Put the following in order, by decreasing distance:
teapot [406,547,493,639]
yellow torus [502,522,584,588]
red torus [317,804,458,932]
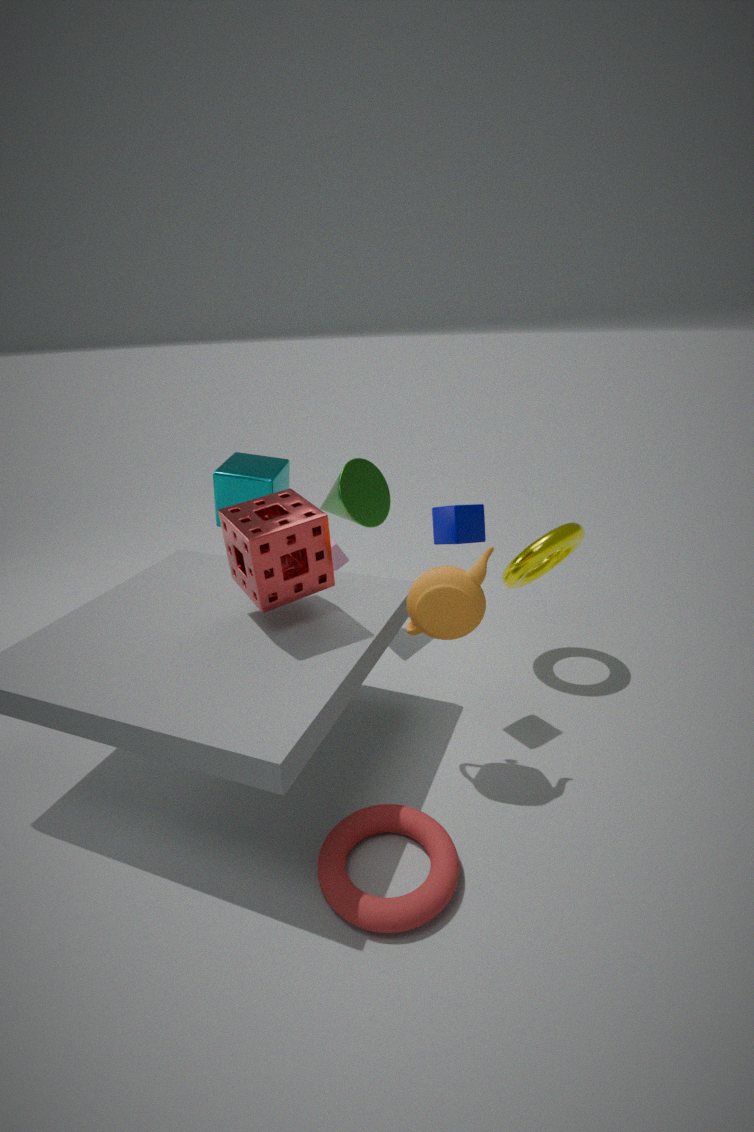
yellow torus [502,522,584,588] → teapot [406,547,493,639] → red torus [317,804,458,932]
